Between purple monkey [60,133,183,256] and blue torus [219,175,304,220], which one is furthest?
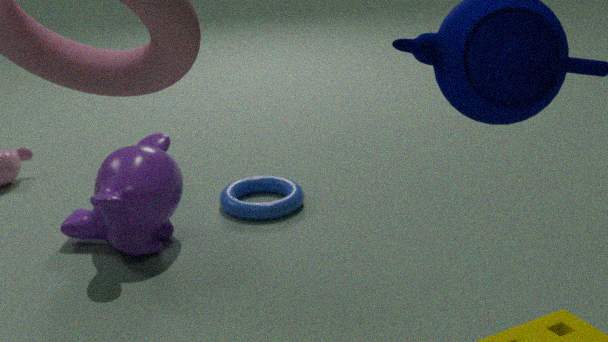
blue torus [219,175,304,220]
